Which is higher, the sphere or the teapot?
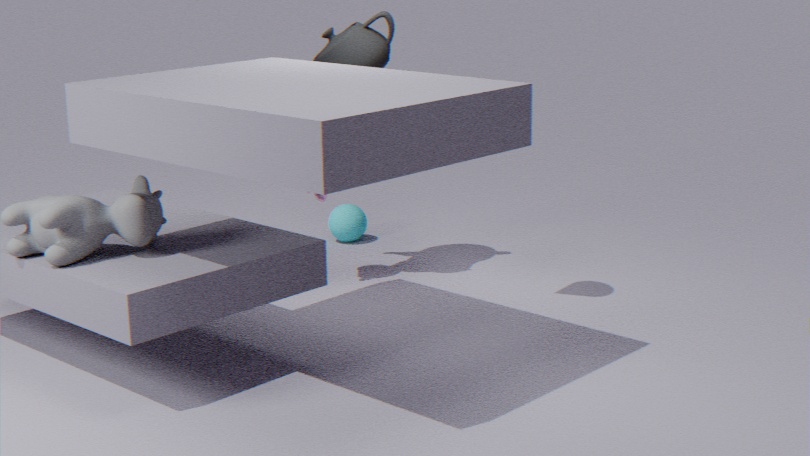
the teapot
